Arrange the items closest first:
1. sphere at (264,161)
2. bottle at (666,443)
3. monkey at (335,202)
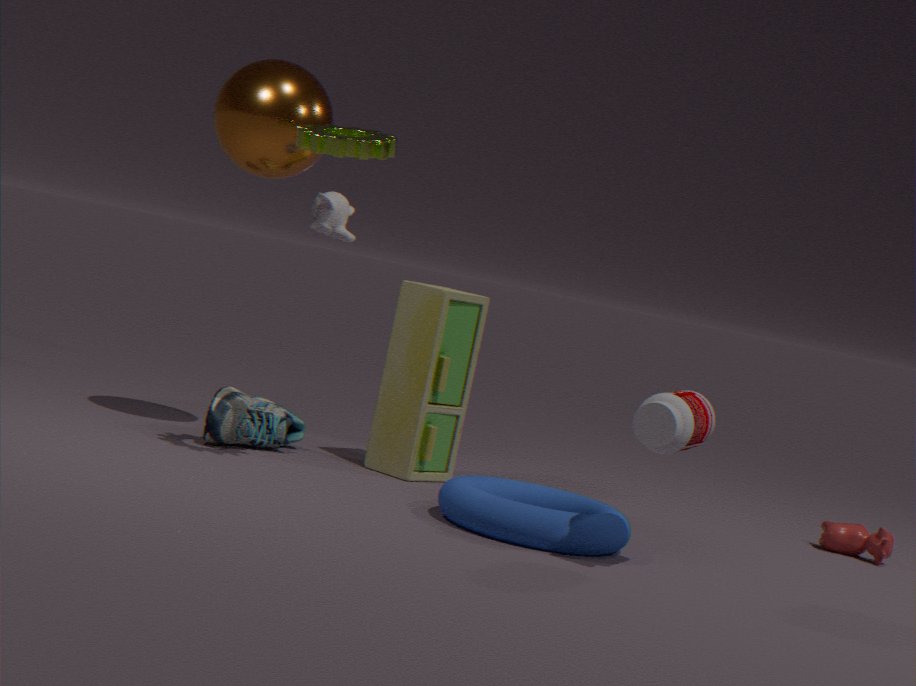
bottle at (666,443)
sphere at (264,161)
monkey at (335,202)
